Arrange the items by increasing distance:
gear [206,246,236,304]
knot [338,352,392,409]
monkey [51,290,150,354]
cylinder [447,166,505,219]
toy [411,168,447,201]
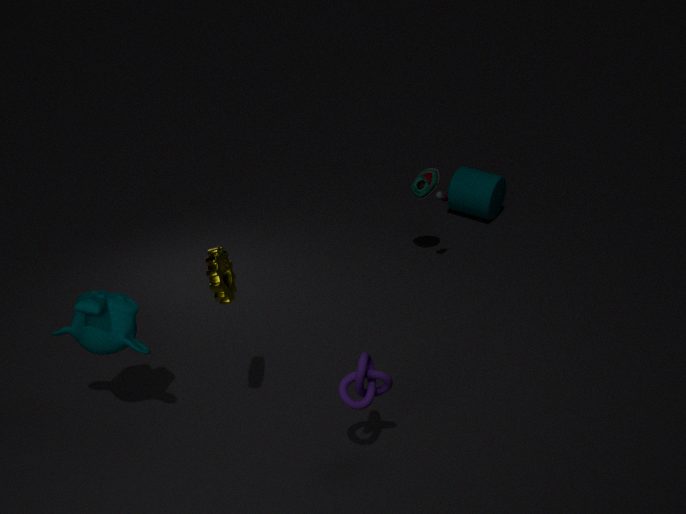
gear [206,246,236,304], knot [338,352,392,409], monkey [51,290,150,354], toy [411,168,447,201], cylinder [447,166,505,219]
